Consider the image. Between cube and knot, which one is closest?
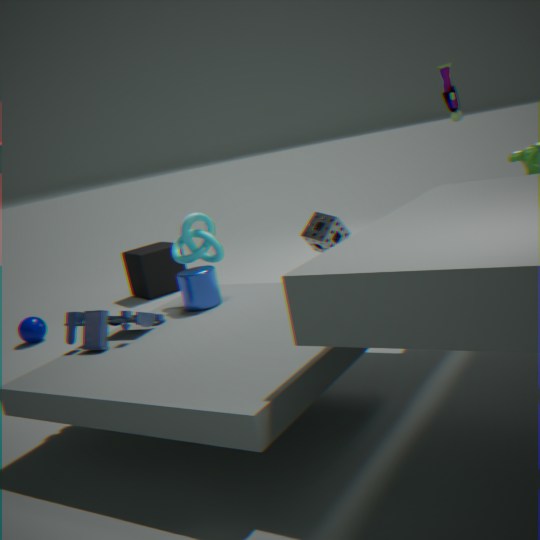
knot
